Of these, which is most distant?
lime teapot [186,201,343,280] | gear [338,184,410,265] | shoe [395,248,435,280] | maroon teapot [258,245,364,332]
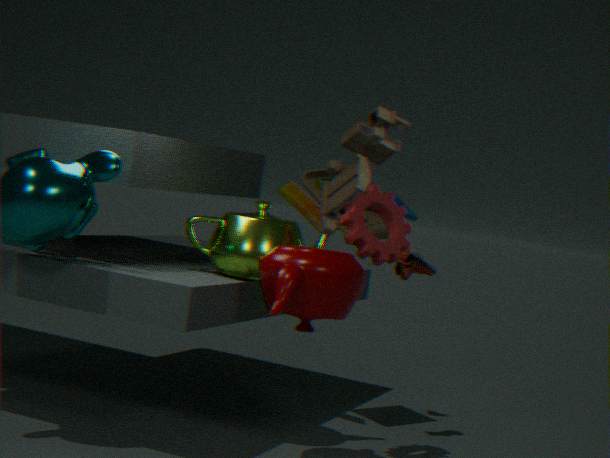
shoe [395,248,435,280]
